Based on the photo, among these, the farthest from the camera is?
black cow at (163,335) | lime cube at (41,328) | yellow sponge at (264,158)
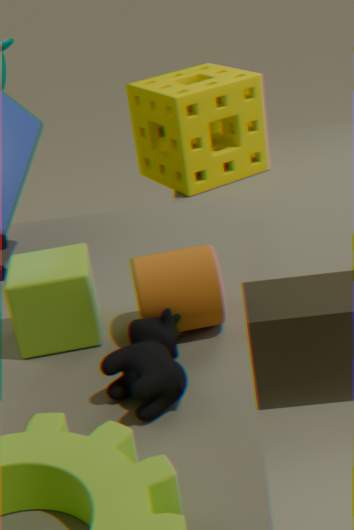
yellow sponge at (264,158)
